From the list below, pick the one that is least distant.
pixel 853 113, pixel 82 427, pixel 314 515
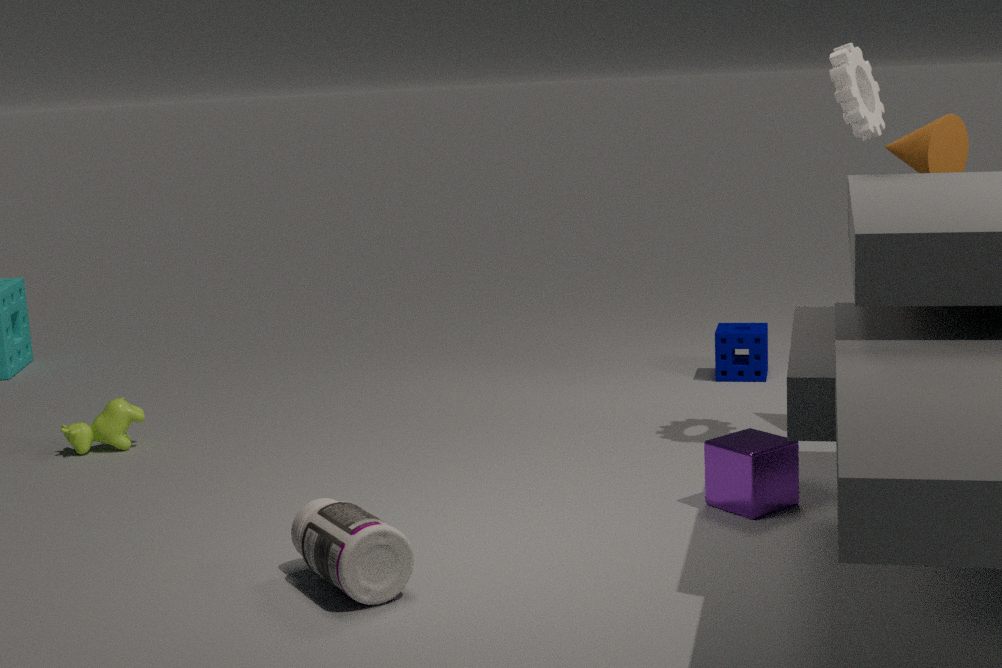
pixel 314 515
